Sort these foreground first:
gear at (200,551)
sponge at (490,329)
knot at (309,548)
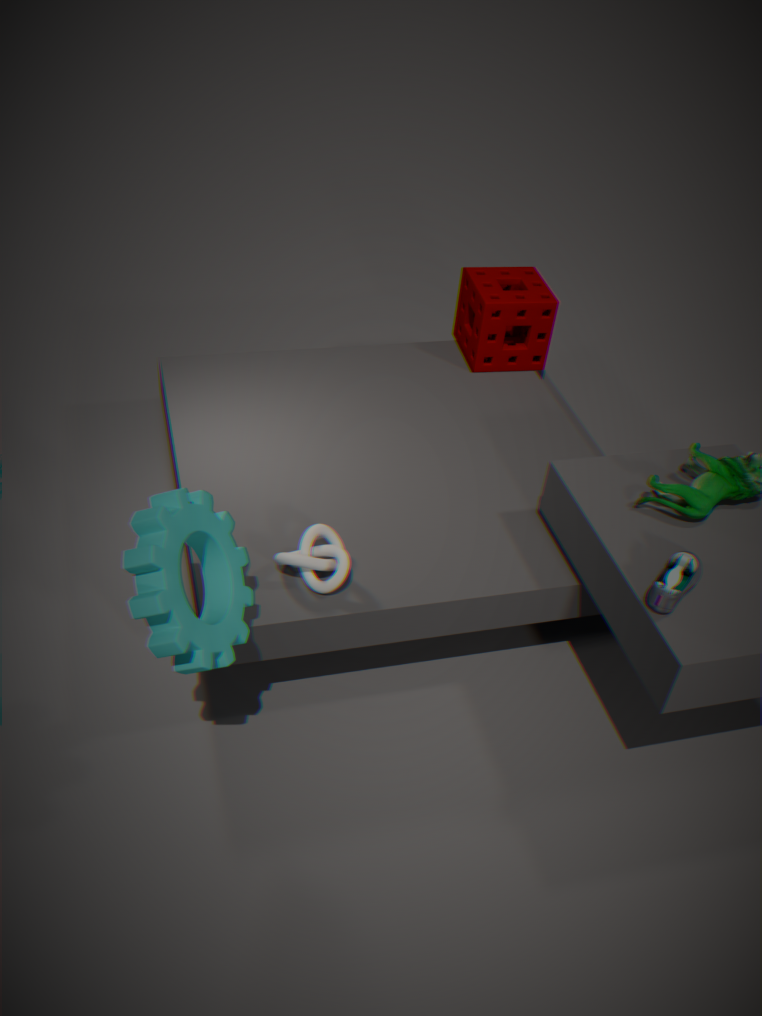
1. gear at (200,551)
2. knot at (309,548)
3. sponge at (490,329)
